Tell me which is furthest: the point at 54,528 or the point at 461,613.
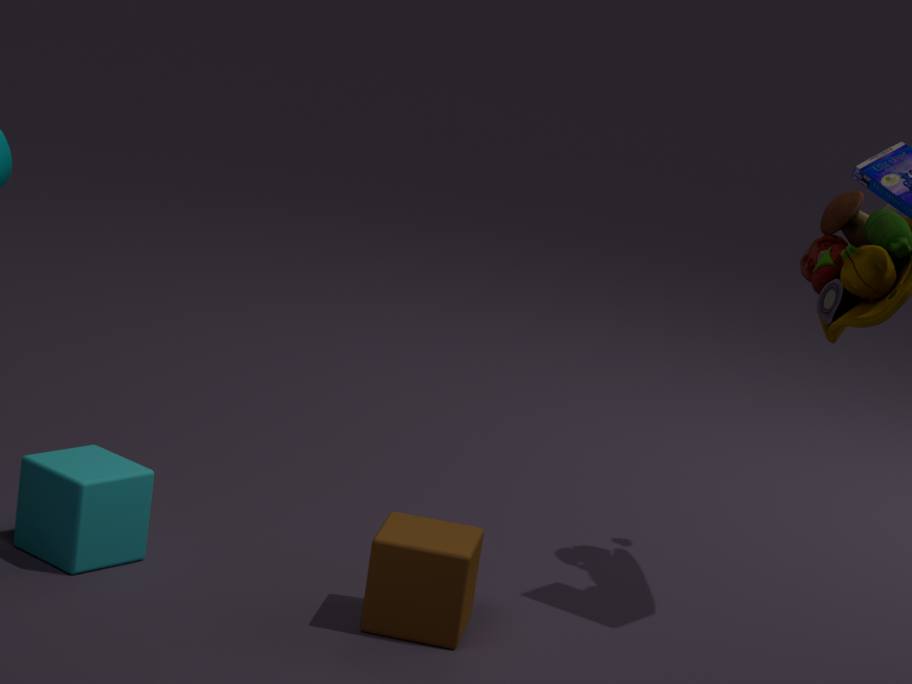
the point at 54,528
